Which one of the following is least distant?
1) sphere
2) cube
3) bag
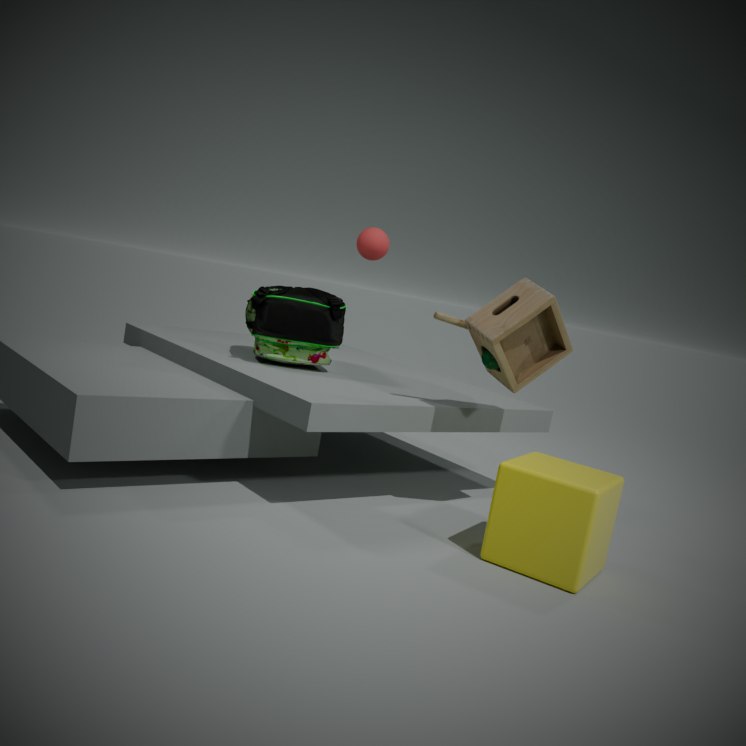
2. cube
